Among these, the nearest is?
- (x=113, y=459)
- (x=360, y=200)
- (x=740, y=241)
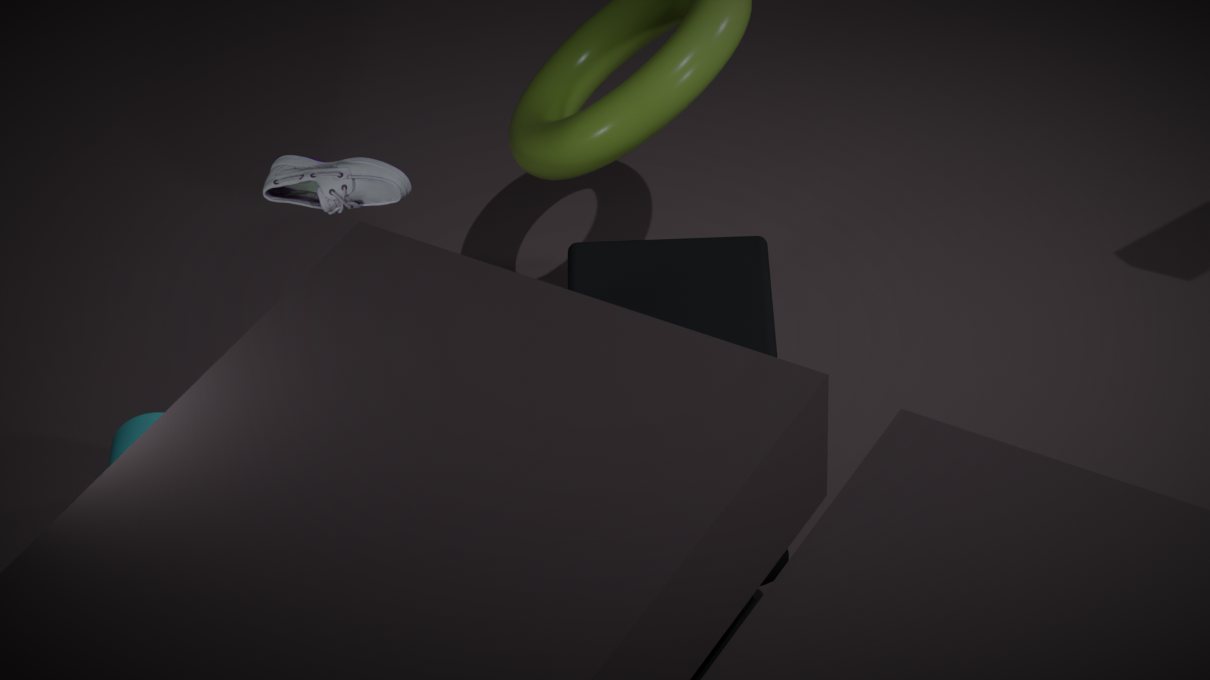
(x=360, y=200)
